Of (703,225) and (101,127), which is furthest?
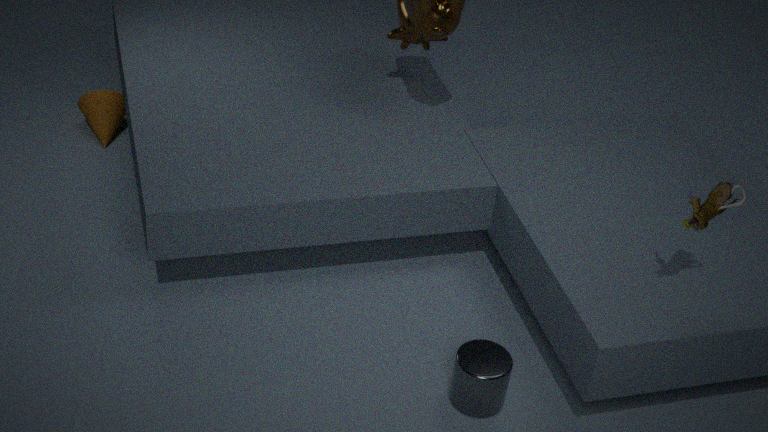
(101,127)
